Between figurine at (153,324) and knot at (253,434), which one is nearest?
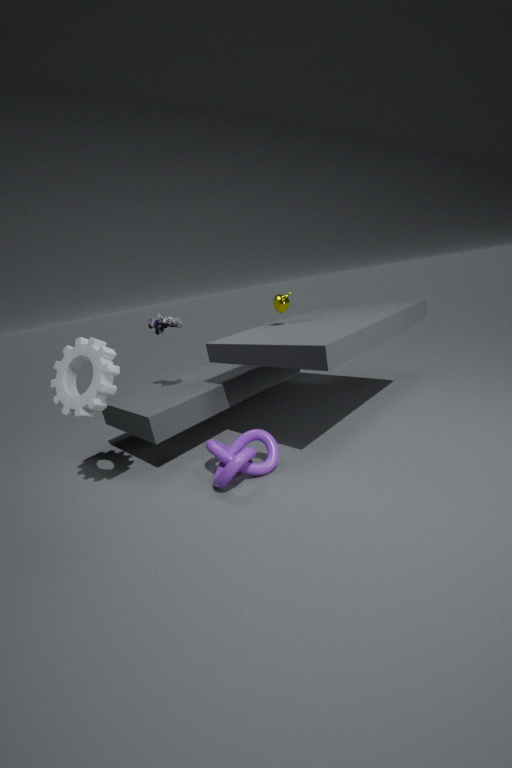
knot at (253,434)
